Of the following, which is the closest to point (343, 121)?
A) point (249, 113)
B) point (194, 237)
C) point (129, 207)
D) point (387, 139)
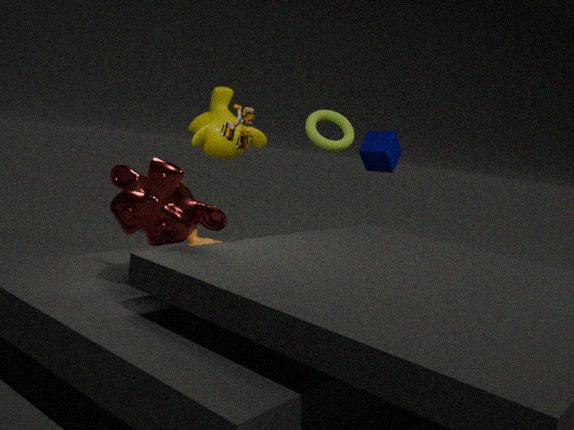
point (387, 139)
